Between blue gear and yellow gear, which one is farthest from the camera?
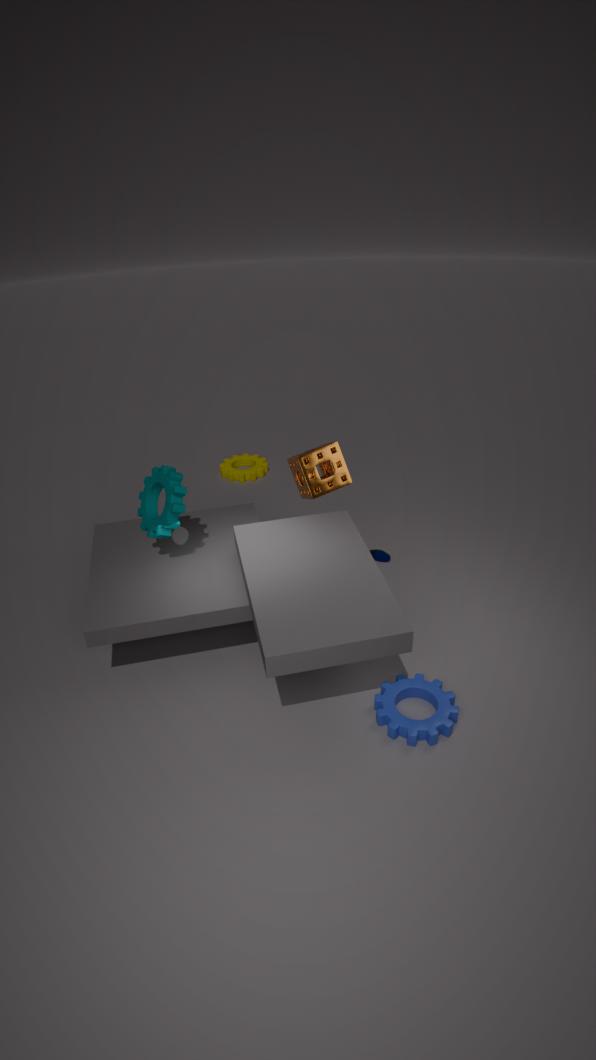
yellow gear
